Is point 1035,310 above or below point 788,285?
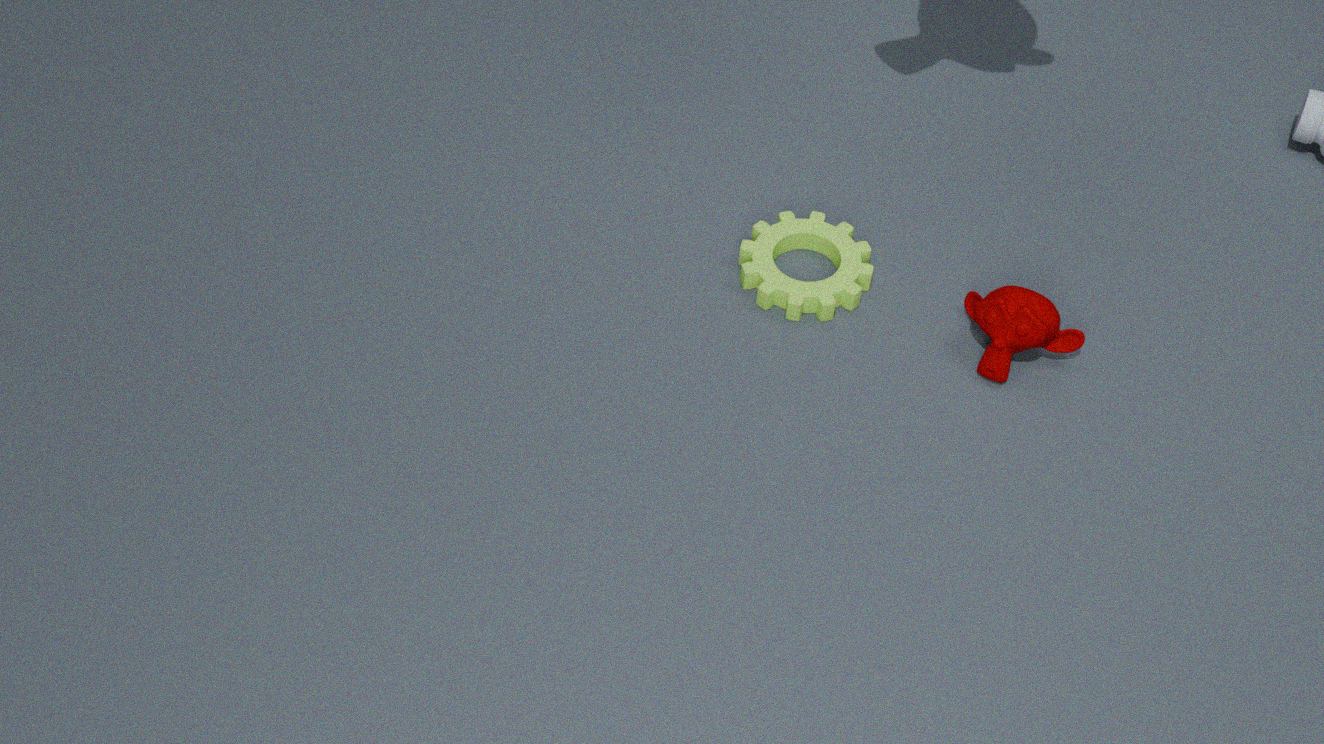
above
